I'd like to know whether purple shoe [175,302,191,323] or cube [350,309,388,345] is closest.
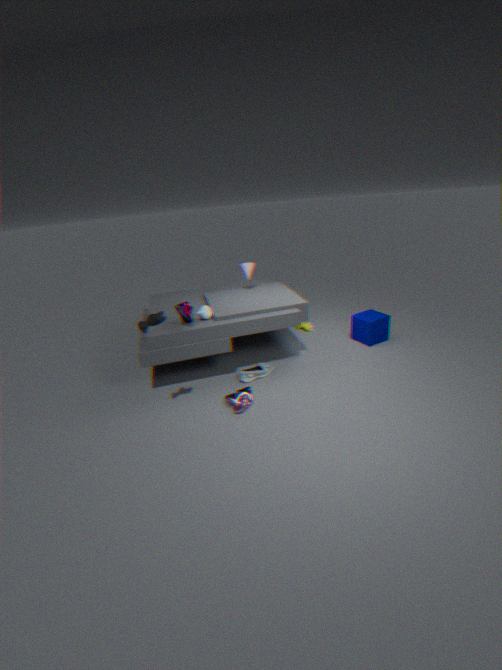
purple shoe [175,302,191,323]
